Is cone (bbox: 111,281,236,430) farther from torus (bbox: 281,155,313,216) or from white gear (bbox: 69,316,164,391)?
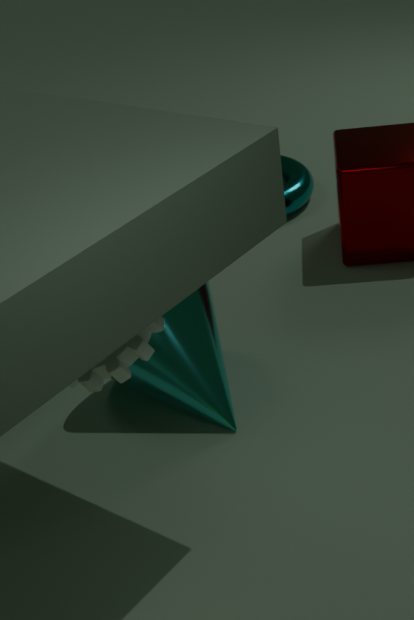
torus (bbox: 281,155,313,216)
